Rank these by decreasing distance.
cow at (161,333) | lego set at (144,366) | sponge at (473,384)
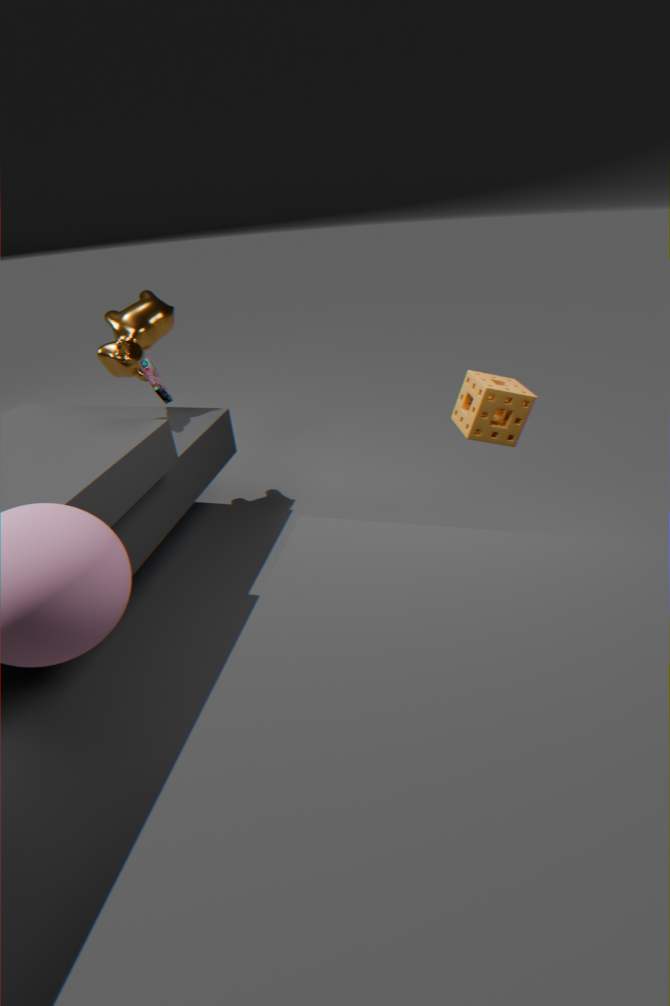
cow at (161,333), lego set at (144,366), sponge at (473,384)
